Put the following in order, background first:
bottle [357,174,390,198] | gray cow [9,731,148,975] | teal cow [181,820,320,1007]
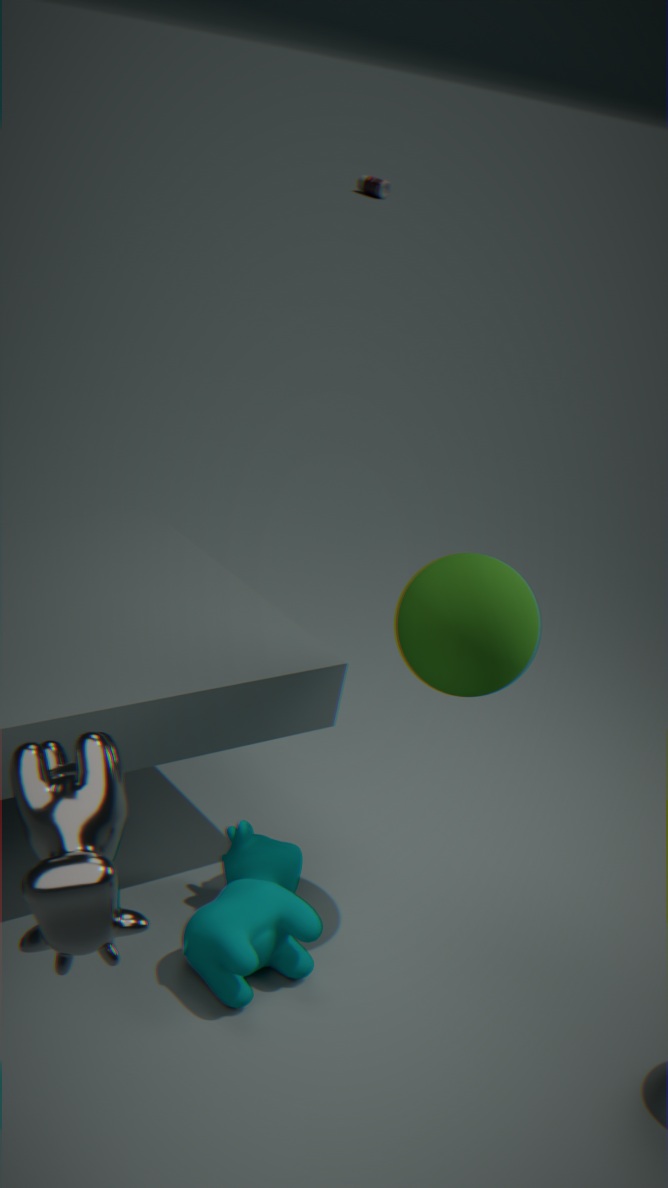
bottle [357,174,390,198]
teal cow [181,820,320,1007]
gray cow [9,731,148,975]
